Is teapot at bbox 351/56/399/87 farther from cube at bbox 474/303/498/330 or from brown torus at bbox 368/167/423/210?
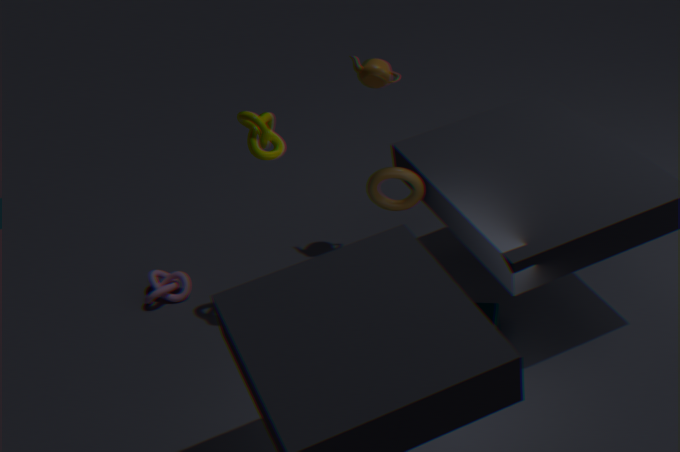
cube at bbox 474/303/498/330
